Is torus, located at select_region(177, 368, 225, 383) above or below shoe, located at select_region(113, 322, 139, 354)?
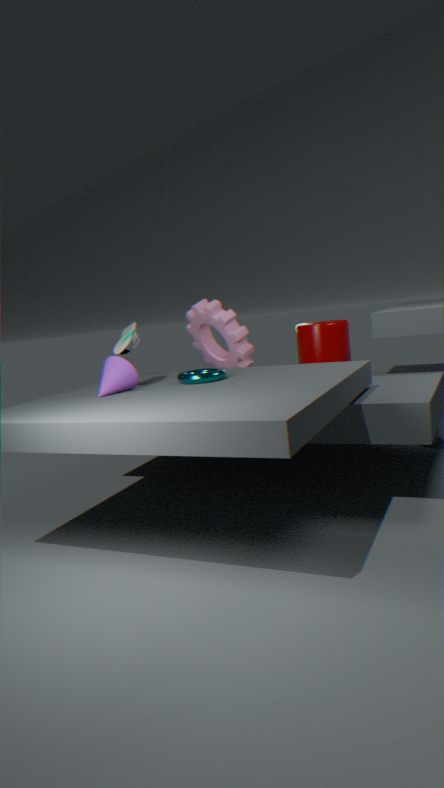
below
